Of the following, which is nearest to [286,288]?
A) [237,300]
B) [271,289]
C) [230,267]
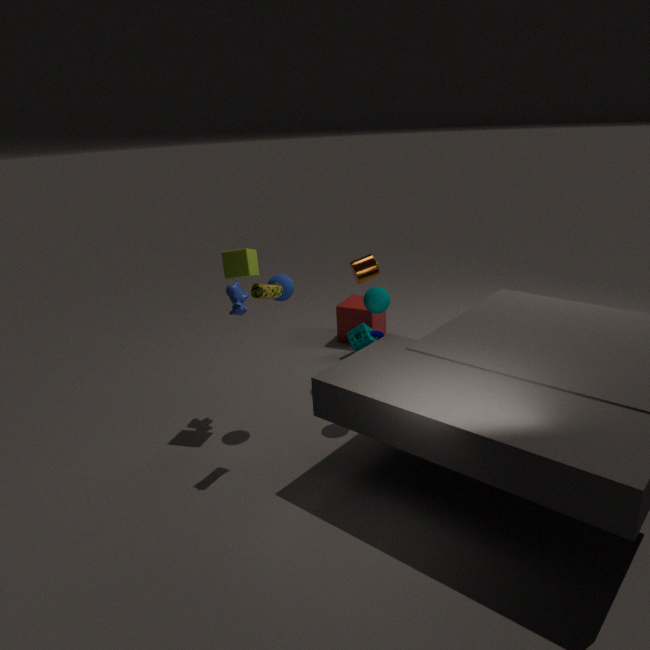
[230,267]
